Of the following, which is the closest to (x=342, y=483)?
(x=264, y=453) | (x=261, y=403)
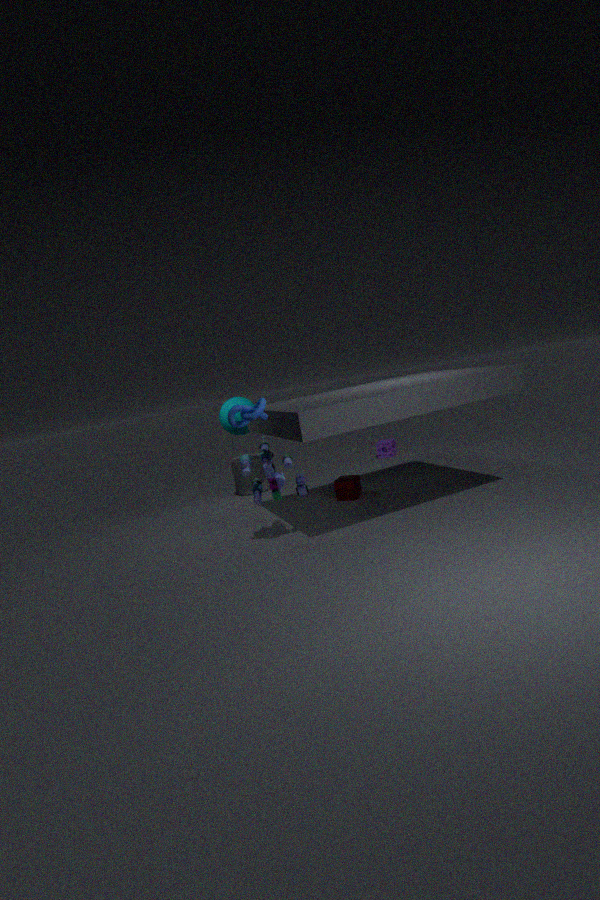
(x=264, y=453)
